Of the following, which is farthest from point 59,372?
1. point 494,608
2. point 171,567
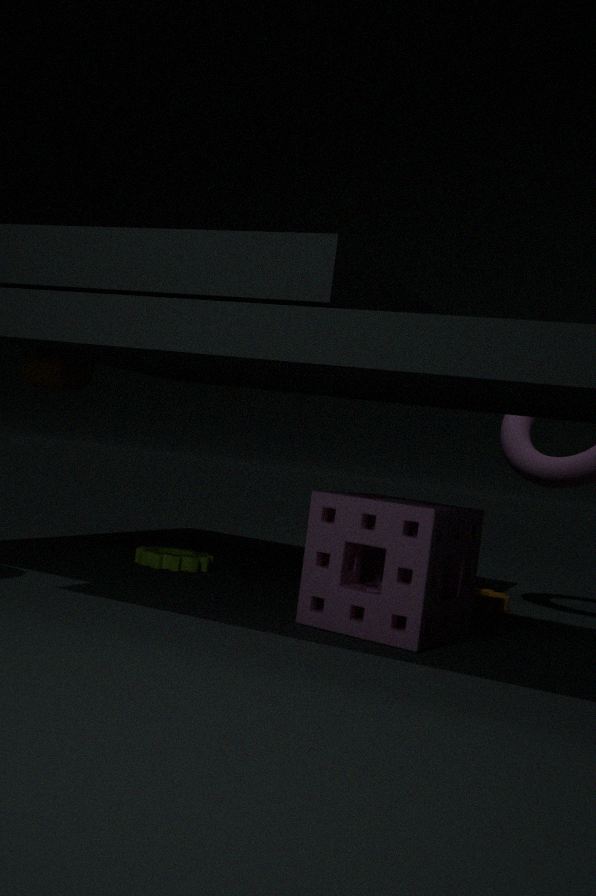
point 494,608
